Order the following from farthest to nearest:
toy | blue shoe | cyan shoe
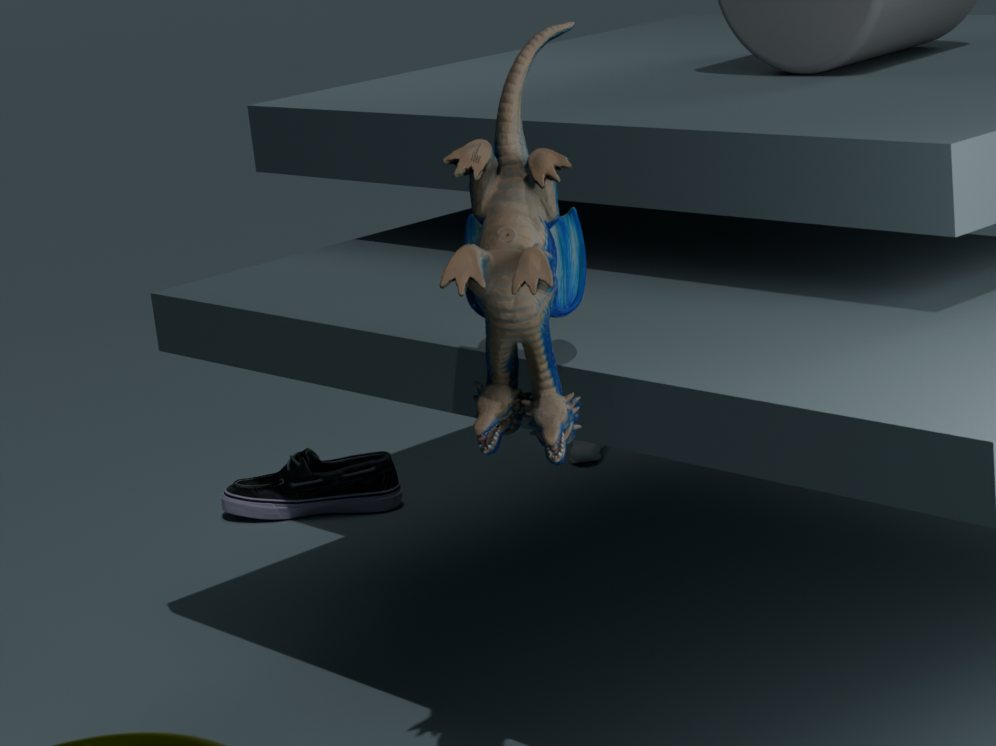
cyan shoe, blue shoe, toy
